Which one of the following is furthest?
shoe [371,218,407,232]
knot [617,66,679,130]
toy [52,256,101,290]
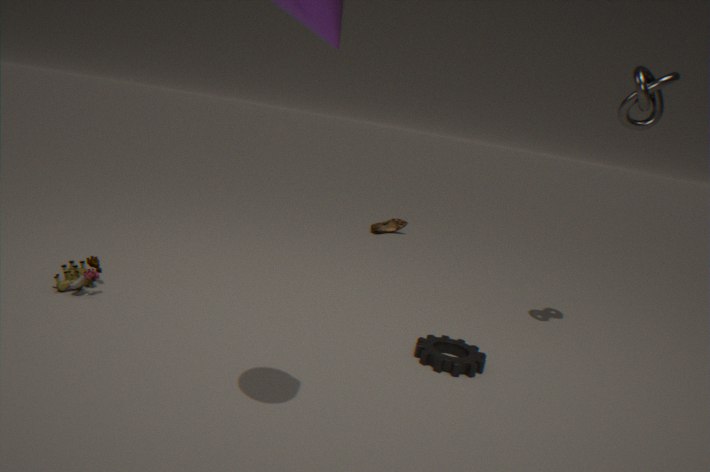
shoe [371,218,407,232]
